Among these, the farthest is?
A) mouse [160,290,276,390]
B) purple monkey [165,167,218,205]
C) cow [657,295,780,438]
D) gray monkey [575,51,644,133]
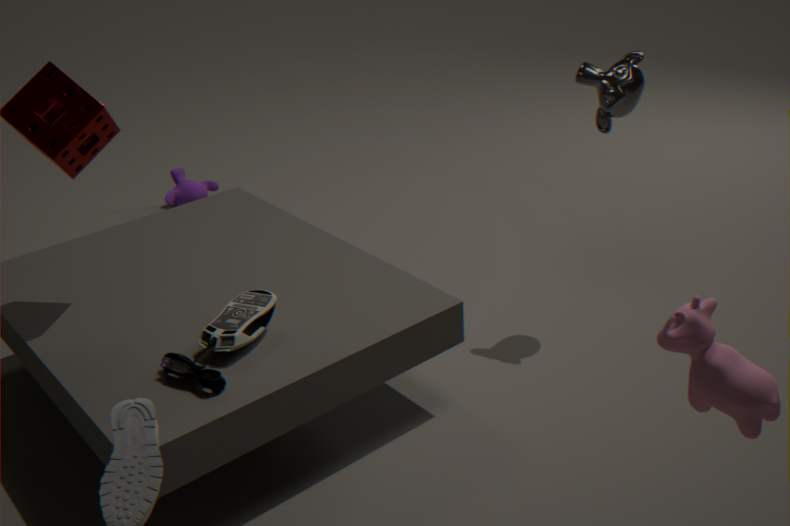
purple monkey [165,167,218,205]
